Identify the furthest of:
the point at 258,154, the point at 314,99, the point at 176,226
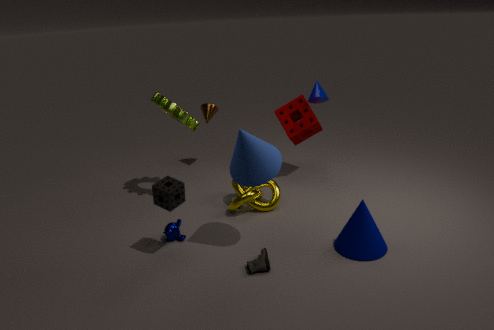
the point at 314,99
